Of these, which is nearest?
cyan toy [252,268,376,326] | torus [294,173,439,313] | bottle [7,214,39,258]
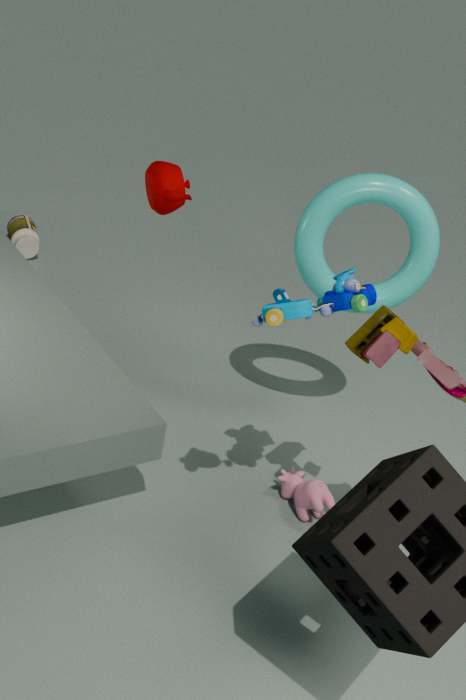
cyan toy [252,268,376,326]
